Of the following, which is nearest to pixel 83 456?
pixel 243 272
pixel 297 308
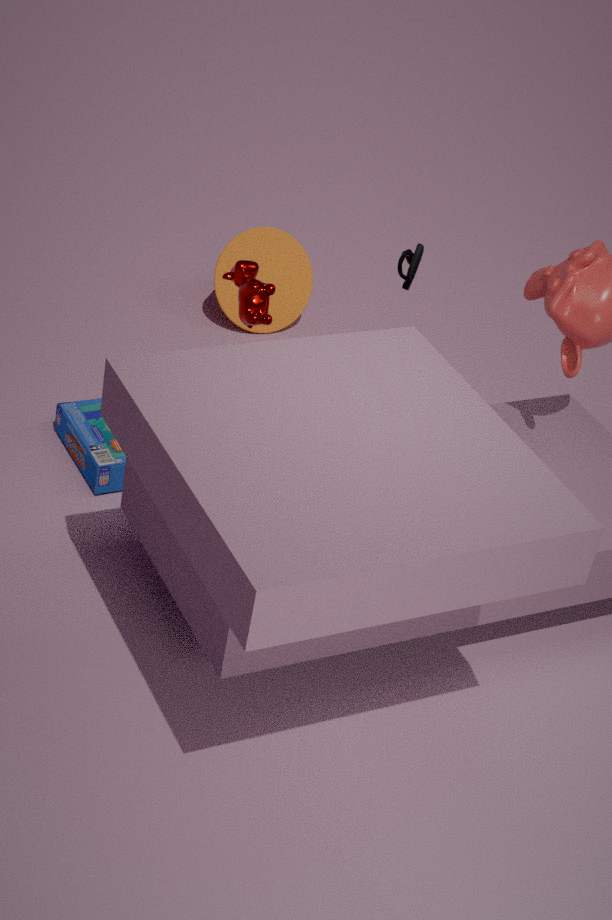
pixel 243 272
